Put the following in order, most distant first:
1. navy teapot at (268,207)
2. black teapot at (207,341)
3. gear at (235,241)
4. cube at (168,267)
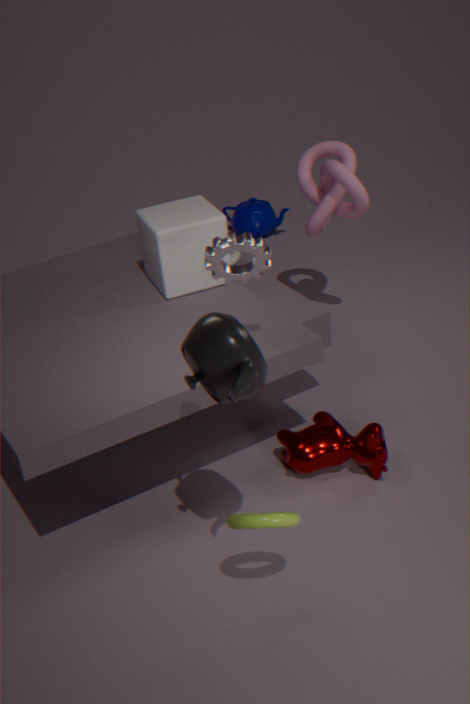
navy teapot at (268,207), cube at (168,267), gear at (235,241), black teapot at (207,341)
